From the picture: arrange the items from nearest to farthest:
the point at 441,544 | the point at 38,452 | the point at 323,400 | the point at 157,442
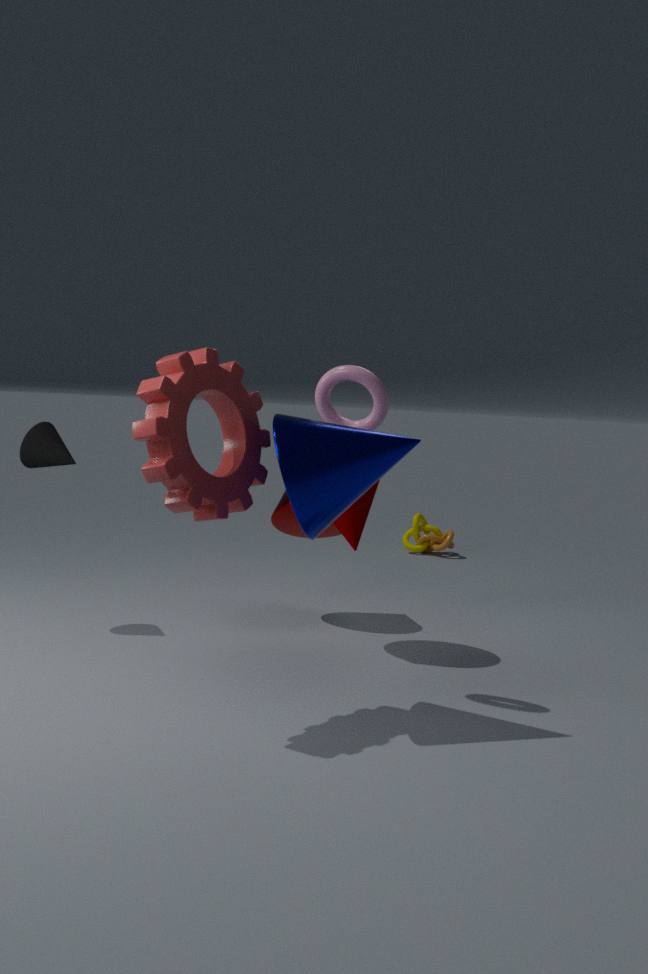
the point at 157,442 → the point at 323,400 → the point at 38,452 → the point at 441,544
